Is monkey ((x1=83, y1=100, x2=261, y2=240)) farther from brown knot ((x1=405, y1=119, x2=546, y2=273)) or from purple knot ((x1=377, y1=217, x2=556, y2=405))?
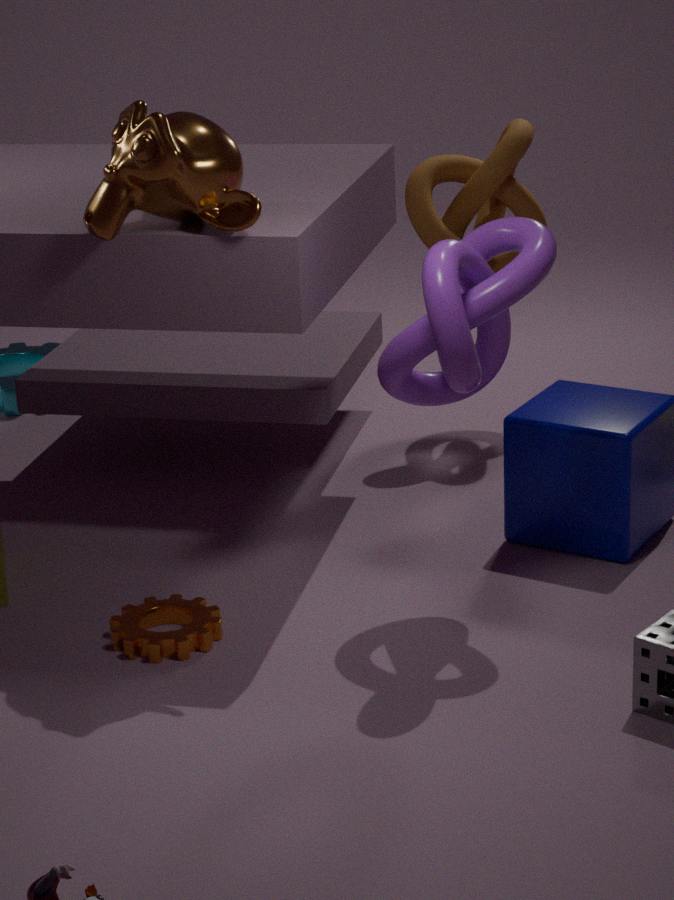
brown knot ((x1=405, y1=119, x2=546, y2=273))
